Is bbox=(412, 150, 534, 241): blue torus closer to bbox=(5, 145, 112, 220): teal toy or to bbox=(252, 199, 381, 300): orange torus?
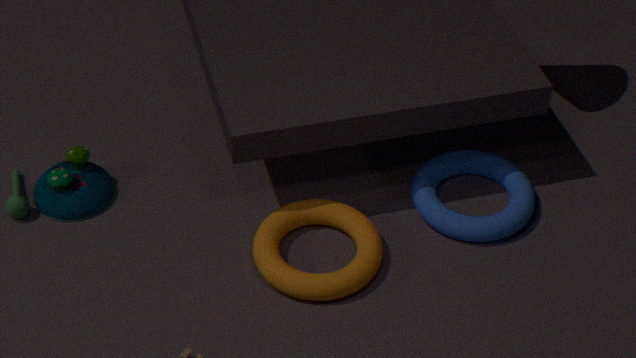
bbox=(252, 199, 381, 300): orange torus
